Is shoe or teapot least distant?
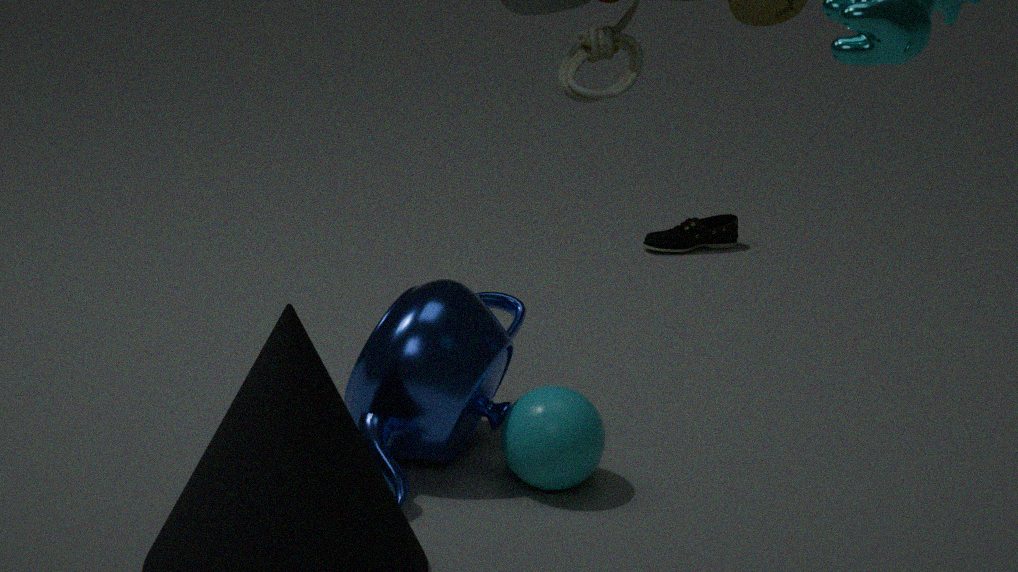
teapot
